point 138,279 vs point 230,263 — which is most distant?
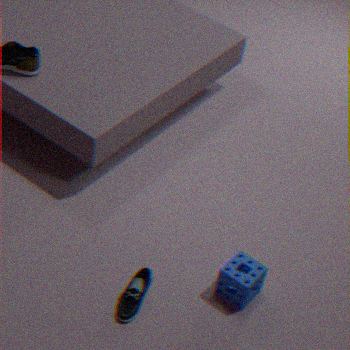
point 138,279
